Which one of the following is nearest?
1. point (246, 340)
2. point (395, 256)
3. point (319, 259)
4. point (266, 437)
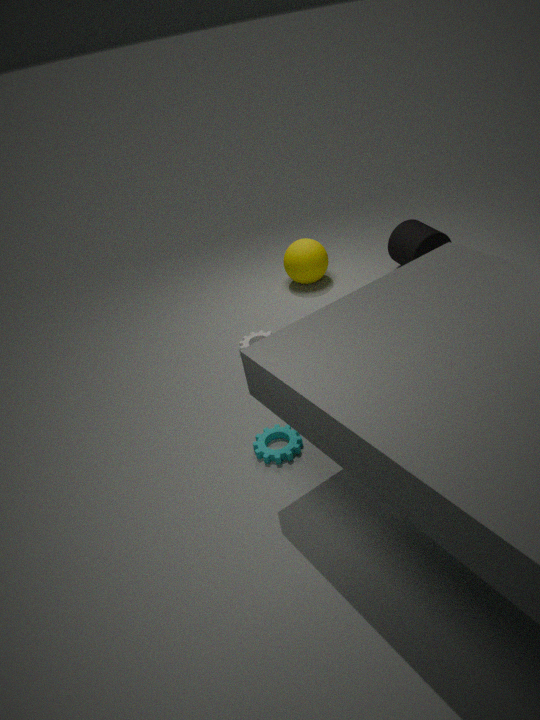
point (266, 437)
